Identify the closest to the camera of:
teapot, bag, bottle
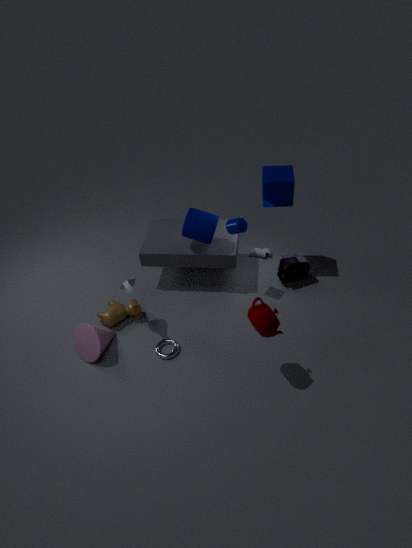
teapot
